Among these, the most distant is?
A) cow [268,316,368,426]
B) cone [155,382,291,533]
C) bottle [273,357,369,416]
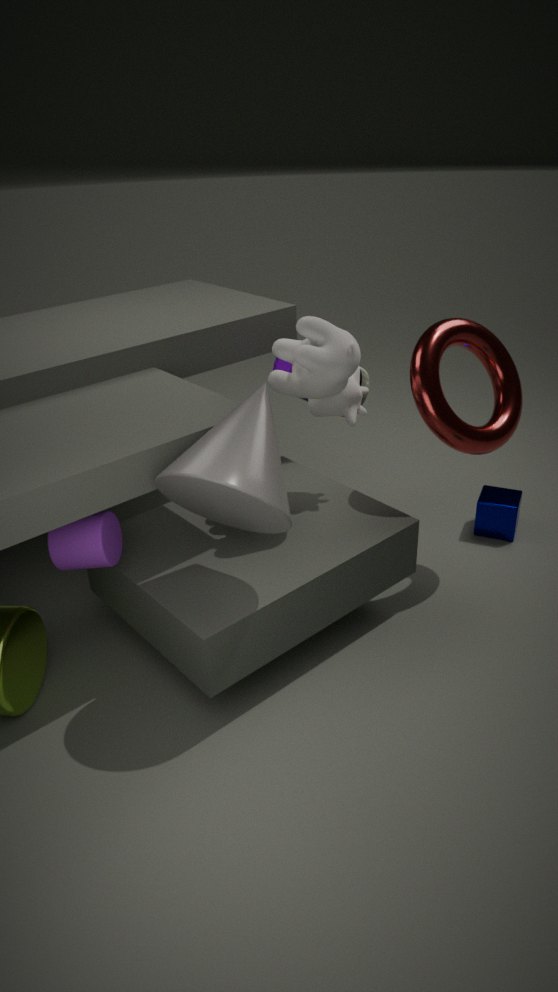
bottle [273,357,369,416]
